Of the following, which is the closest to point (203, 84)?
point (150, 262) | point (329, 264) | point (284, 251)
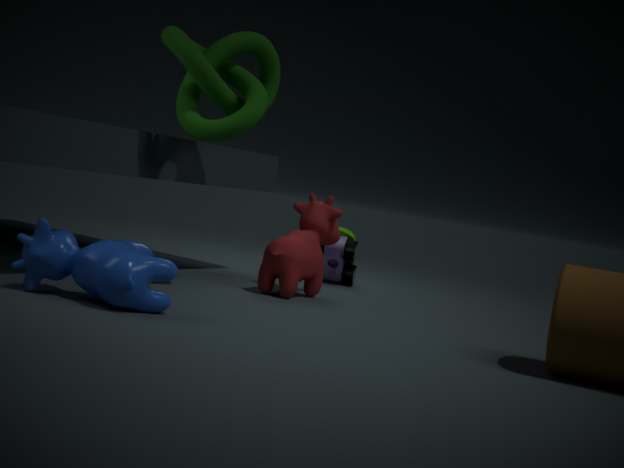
point (284, 251)
